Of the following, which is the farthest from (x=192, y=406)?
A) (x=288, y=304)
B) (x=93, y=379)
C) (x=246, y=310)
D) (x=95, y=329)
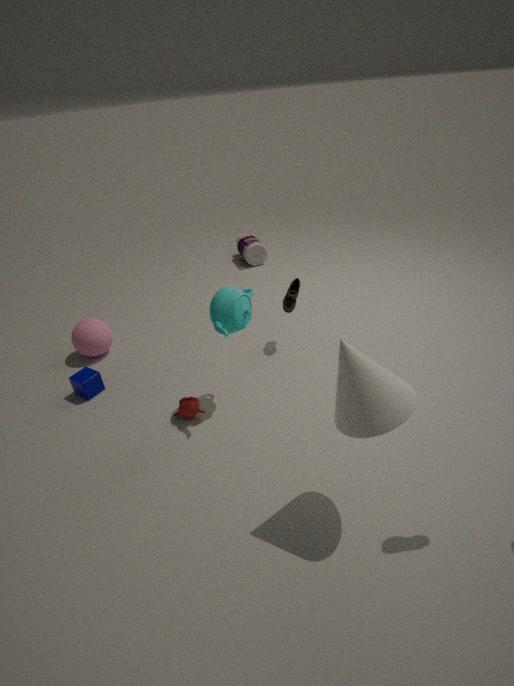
(x=95, y=329)
